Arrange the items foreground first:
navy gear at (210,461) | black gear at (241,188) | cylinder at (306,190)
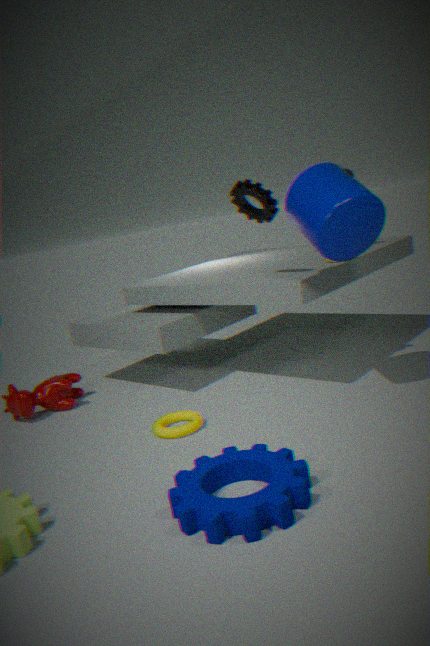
navy gear at (210,461) < cylinder at (306,190) < black gear at (241,188)
